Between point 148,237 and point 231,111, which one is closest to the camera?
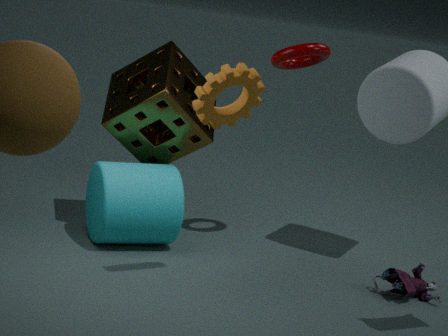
point 231,111
